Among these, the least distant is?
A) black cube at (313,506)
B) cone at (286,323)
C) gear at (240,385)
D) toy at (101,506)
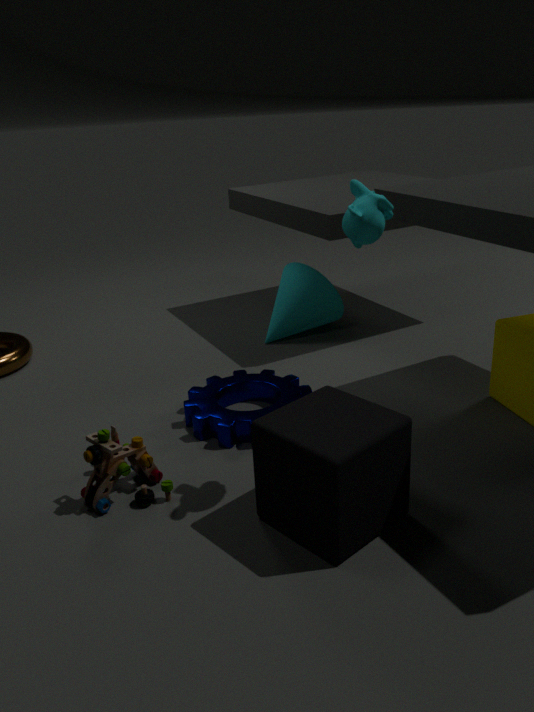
black cube at (313,506)
